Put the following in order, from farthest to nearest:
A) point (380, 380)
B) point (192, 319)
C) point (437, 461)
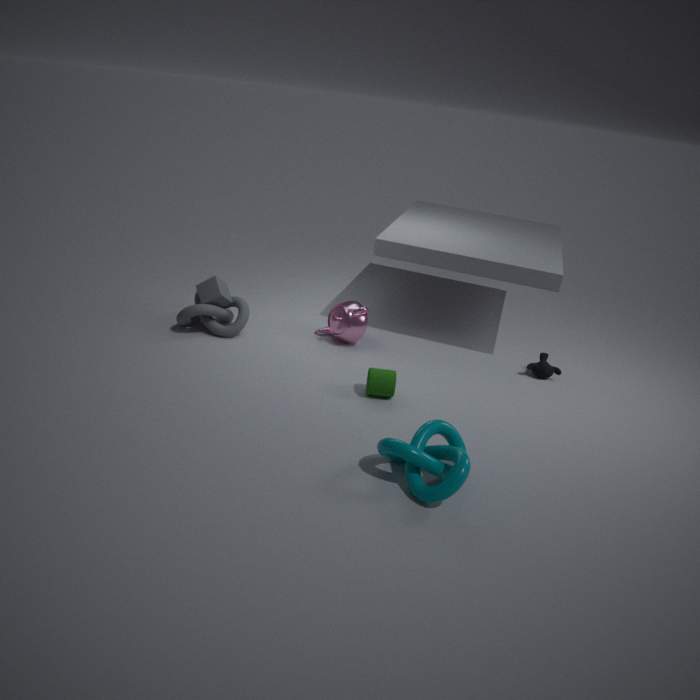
point (192, 319)
point (380, 380)
point (437, 461)
